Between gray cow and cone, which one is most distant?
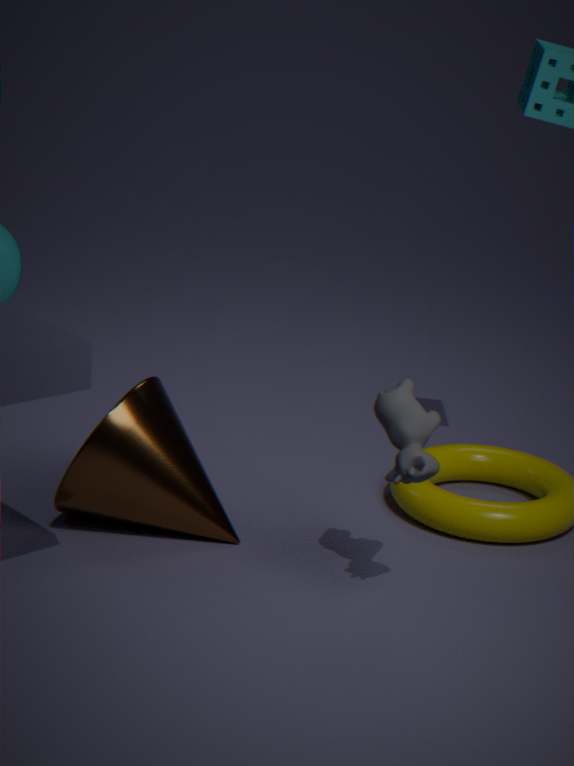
cone
